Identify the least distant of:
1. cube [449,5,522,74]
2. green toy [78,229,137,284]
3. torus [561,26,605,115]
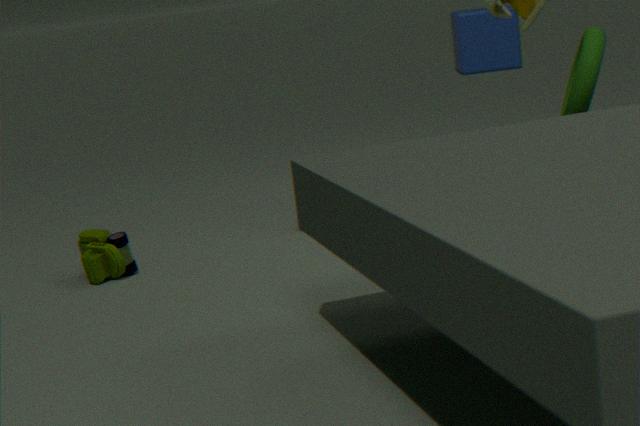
torus [561,26,605,115]
